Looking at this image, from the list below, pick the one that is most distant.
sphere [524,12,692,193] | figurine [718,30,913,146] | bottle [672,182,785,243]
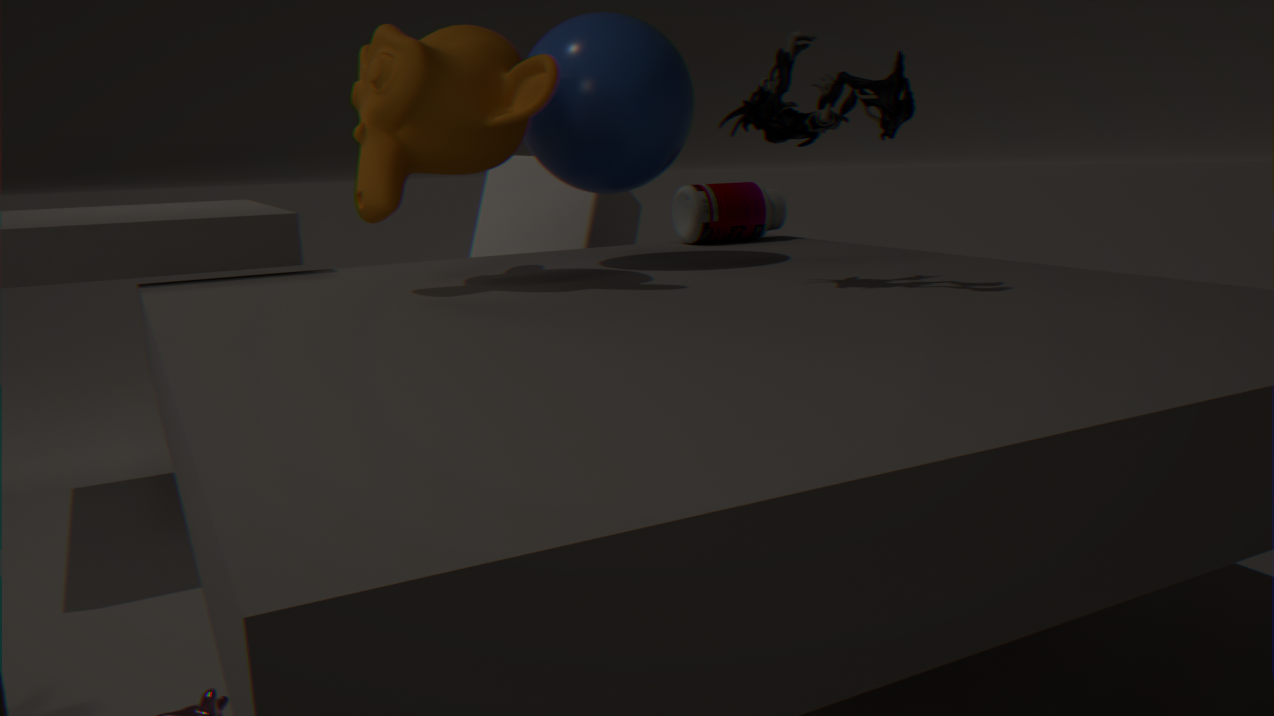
bottle [672,182,785,243]
